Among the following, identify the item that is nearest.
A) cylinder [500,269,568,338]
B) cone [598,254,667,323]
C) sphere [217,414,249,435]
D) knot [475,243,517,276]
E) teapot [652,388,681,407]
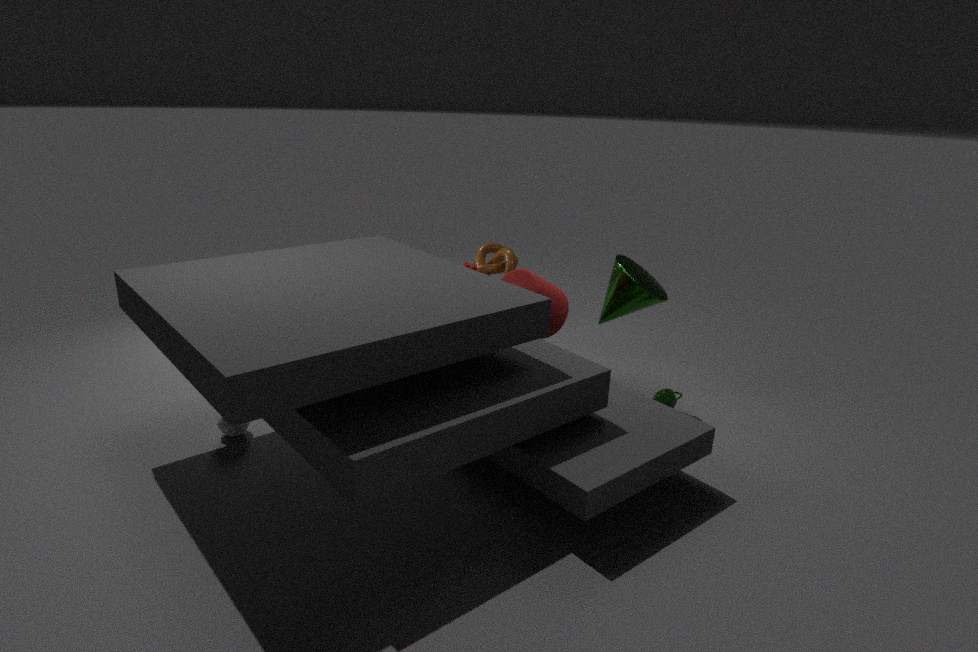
sphere [217,414,249,435]
